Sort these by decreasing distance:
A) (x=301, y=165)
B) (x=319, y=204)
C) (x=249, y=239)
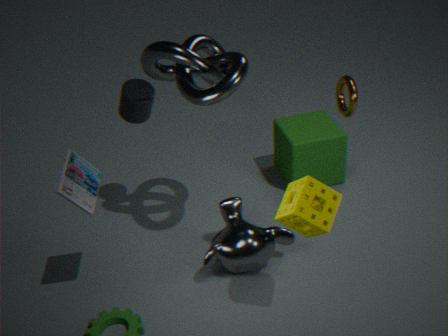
(x=301, y=165) → (x=249, y=239) → (x=319, y=204)
